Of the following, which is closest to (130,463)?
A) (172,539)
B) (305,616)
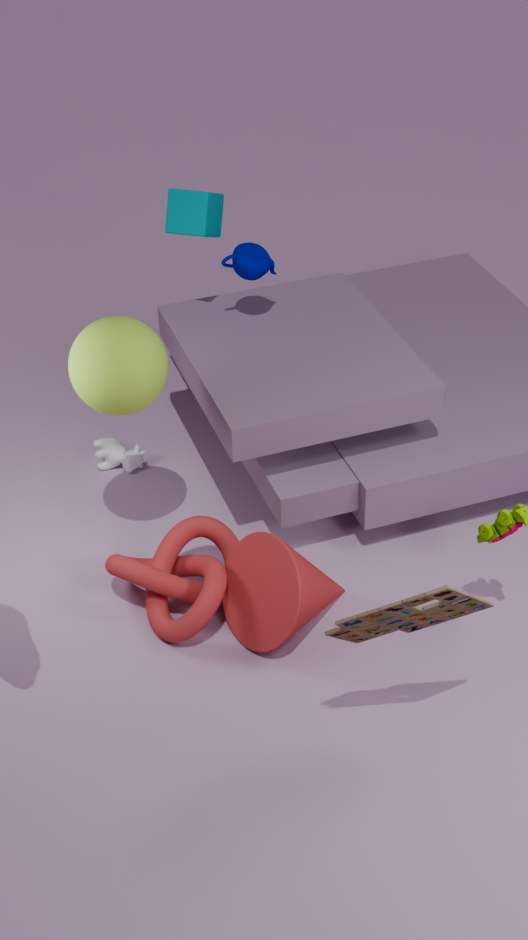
(172,539)
